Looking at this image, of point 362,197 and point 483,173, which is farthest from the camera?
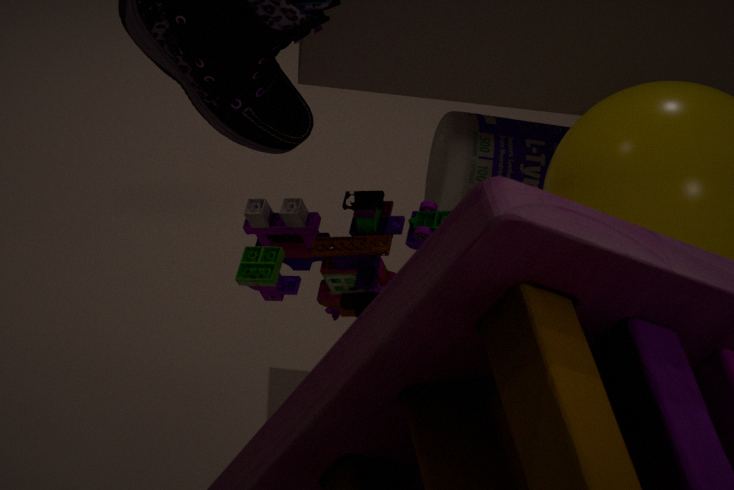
point 483,173
